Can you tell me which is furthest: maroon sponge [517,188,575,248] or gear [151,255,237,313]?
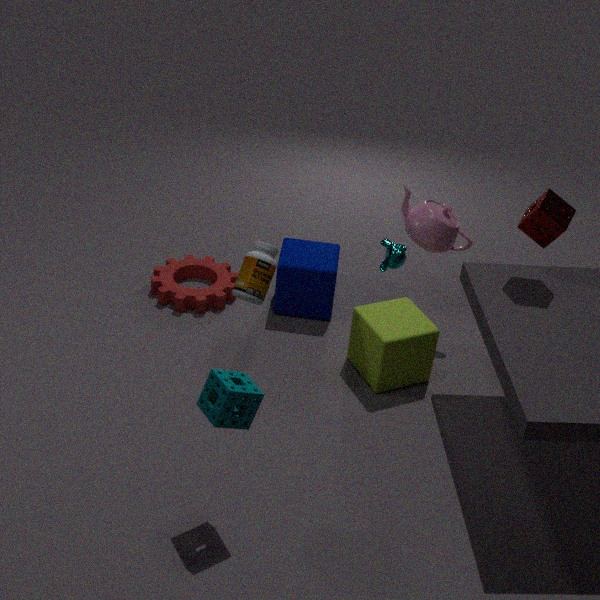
gear [151,255,237,313]
